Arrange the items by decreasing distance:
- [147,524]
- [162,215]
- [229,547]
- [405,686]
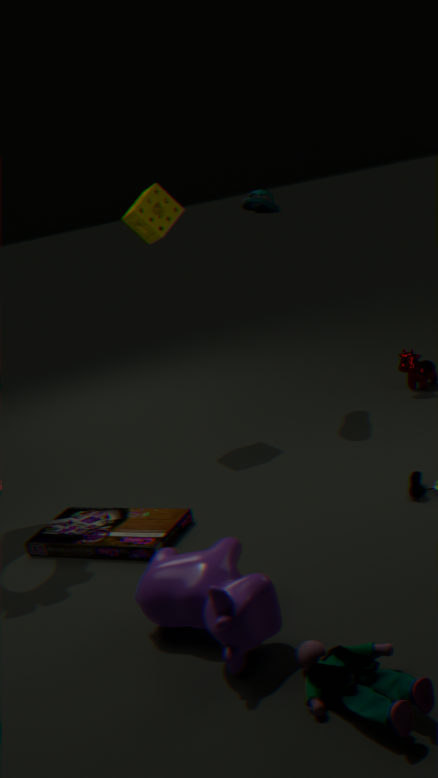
1. [162,215]
2. [147,524]
3. [229,547]
4. [405,686]
